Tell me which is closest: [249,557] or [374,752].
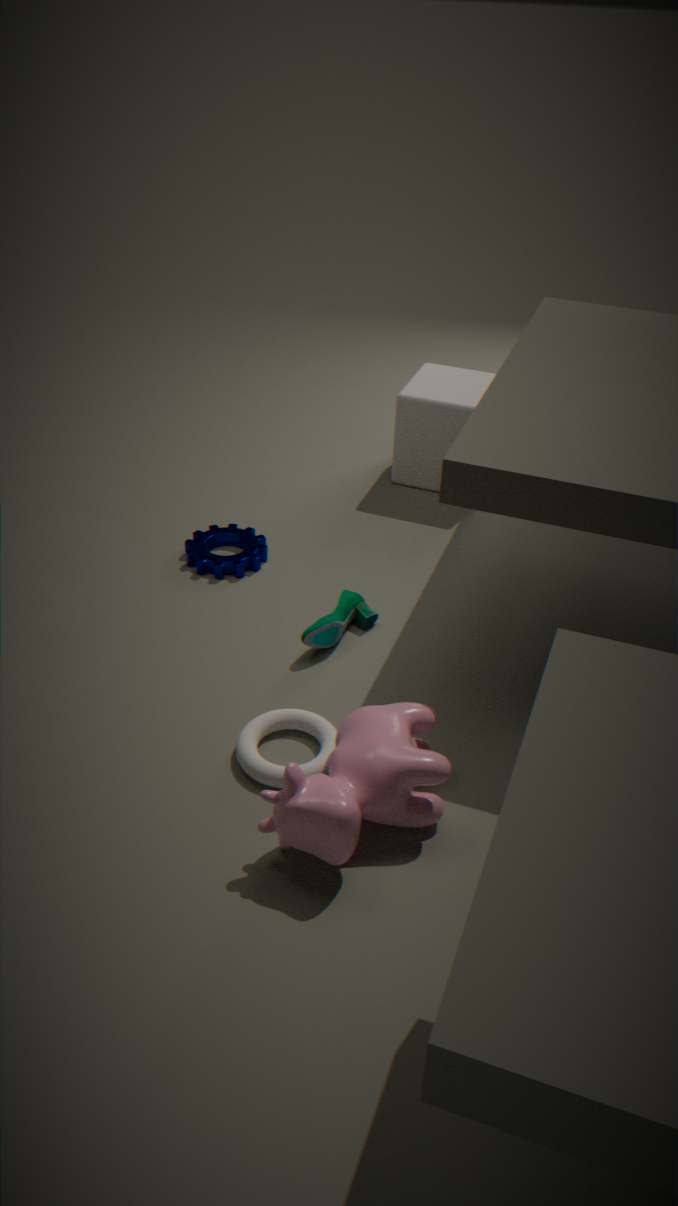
[374,752]
